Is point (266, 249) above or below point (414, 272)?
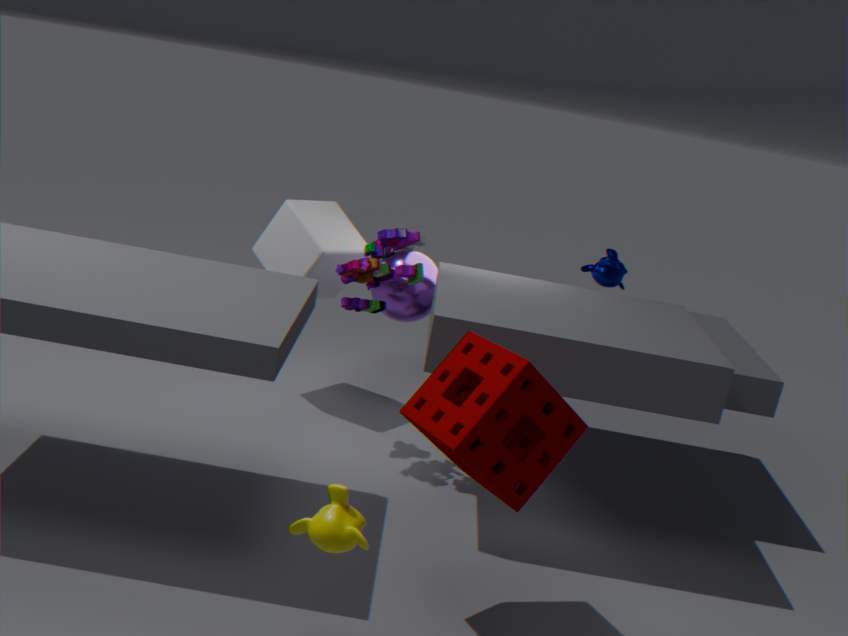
below
